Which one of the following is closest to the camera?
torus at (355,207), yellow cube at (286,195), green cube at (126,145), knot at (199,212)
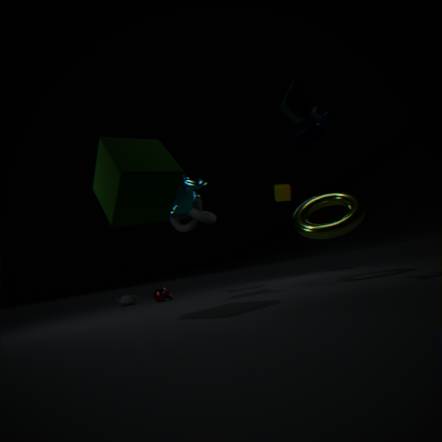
green cube at (126,145)
